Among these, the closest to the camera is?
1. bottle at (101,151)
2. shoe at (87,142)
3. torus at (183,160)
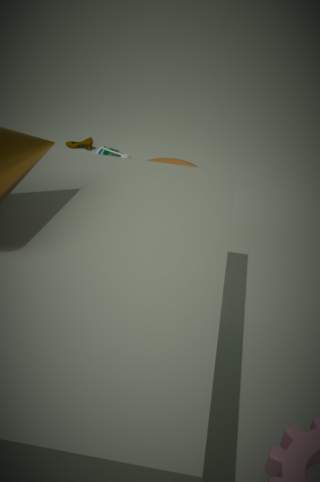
bottle at (101,151)
